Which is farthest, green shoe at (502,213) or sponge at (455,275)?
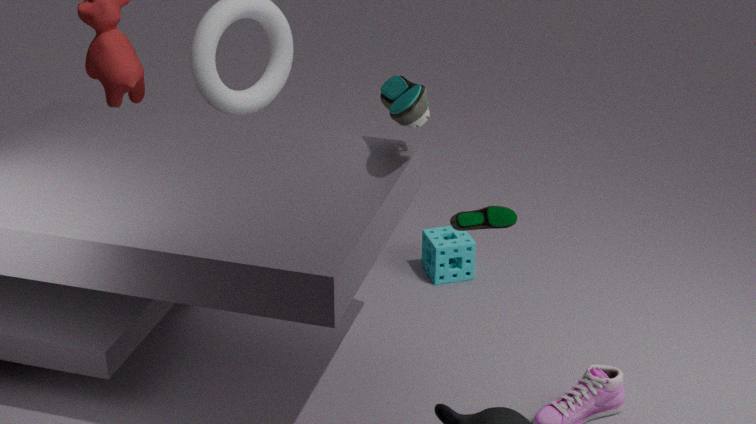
sponge at (455,275)
